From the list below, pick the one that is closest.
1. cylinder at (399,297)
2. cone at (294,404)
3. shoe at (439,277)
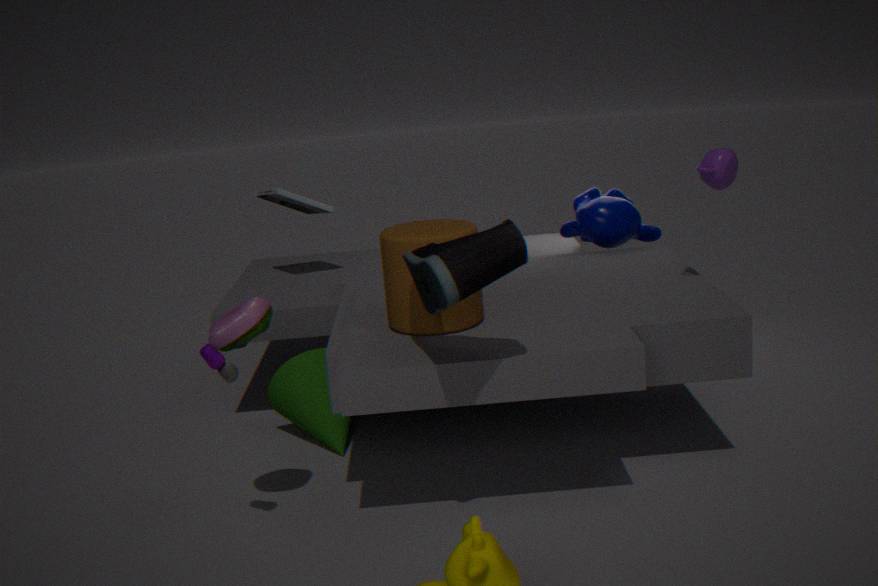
shoe at (439,277)
